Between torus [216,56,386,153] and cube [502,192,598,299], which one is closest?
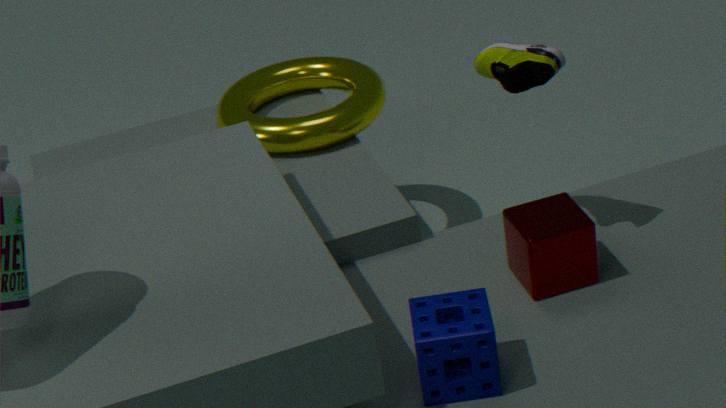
cube [502,192,598,299]
